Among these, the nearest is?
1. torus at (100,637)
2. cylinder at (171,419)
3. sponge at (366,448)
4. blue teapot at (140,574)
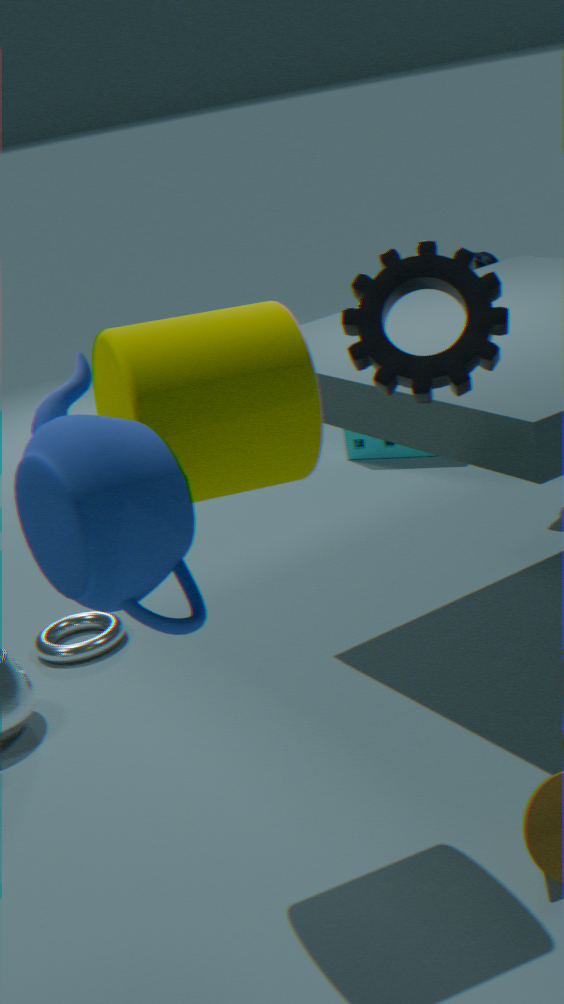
blue teapot at (140,574)
